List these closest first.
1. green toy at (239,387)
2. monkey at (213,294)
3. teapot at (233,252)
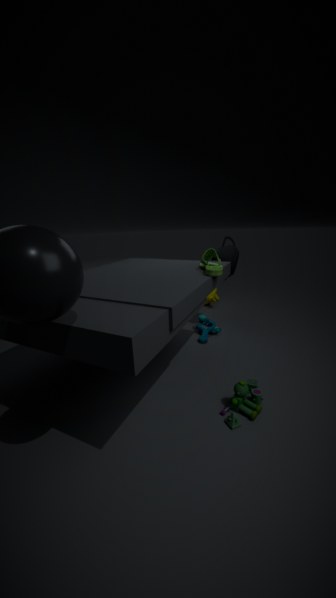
green toy at (239,387)
teapot at (233,252)
monkey at (213,294)
